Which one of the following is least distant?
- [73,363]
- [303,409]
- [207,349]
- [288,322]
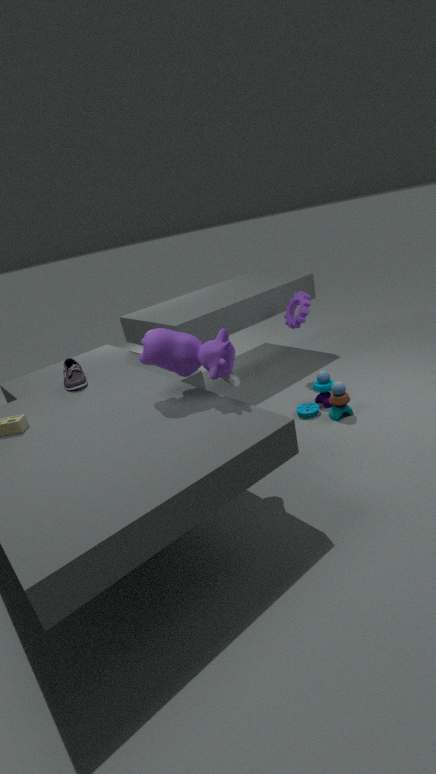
[207,349]
